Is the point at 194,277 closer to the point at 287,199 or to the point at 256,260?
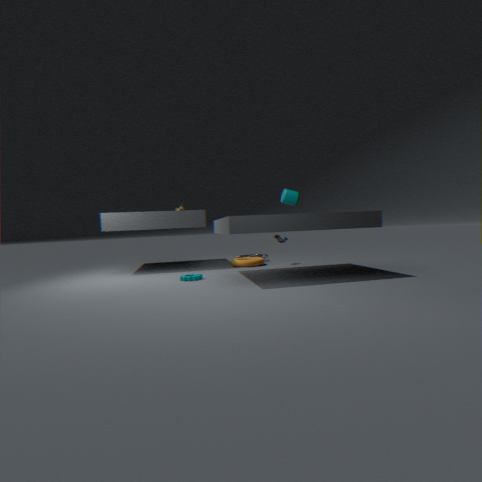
the point at 256,260
